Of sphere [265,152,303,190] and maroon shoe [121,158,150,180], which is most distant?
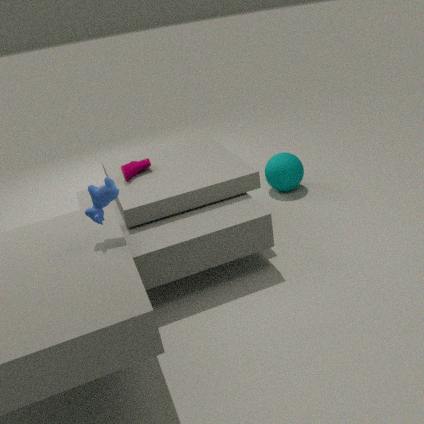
sphere [265,152,303,190]
